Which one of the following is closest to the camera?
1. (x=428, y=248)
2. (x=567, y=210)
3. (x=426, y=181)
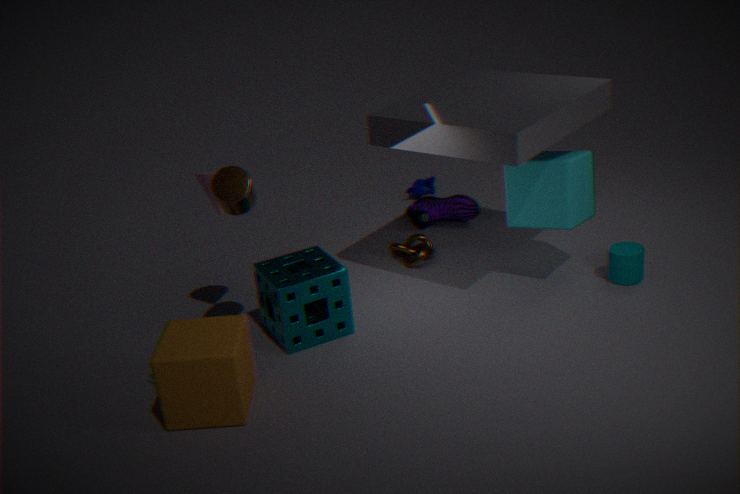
(x=567, y=210)
